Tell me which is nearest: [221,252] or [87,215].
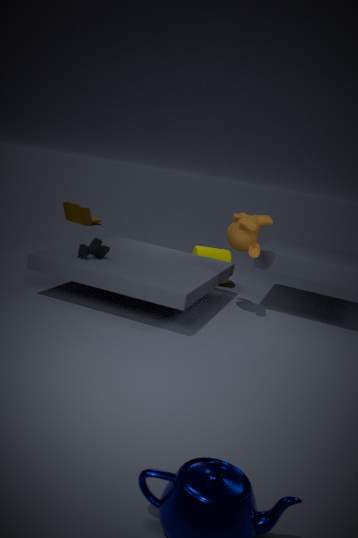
[221,252]
